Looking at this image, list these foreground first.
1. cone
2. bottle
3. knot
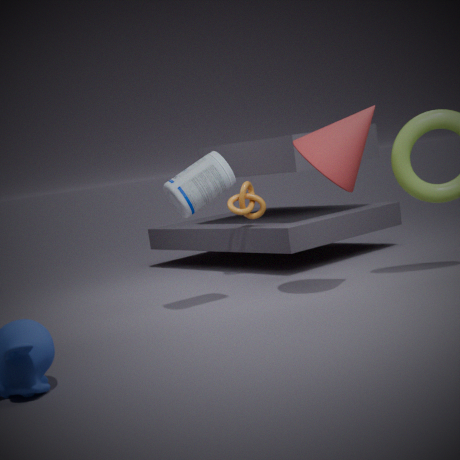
cone, bottle, knot
